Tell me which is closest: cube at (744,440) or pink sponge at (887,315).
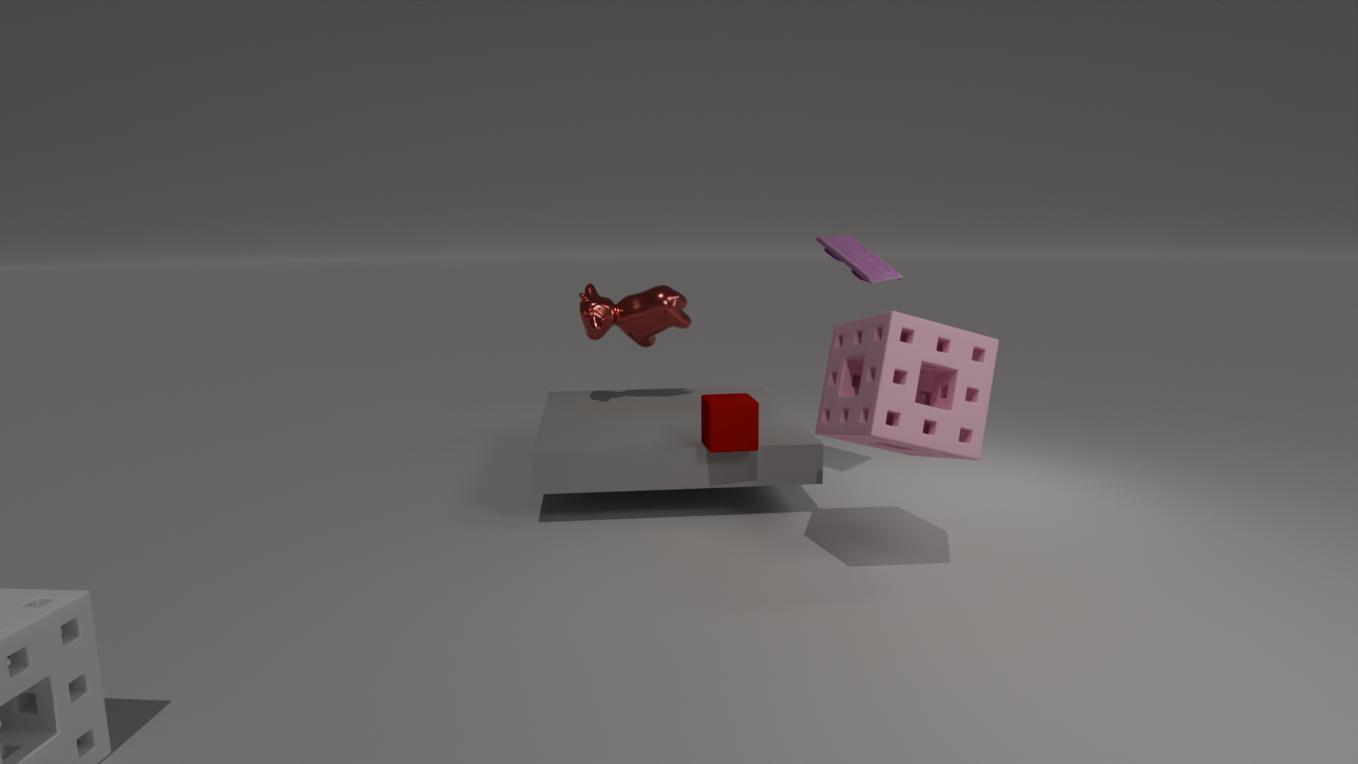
pink sponge at (887,315)
